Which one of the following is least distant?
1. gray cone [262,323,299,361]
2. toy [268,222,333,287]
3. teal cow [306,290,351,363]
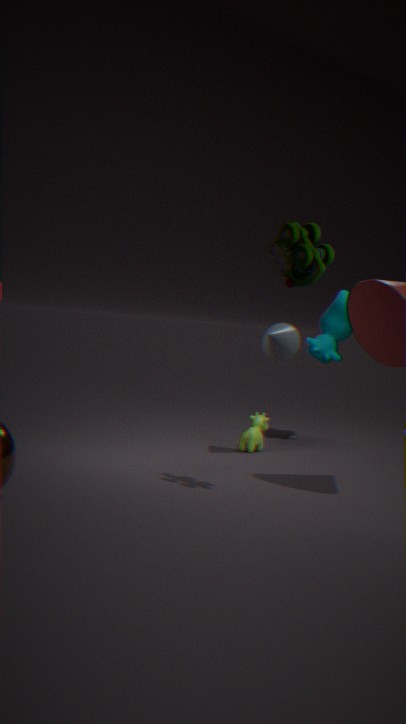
toy [268,222,333,287]
